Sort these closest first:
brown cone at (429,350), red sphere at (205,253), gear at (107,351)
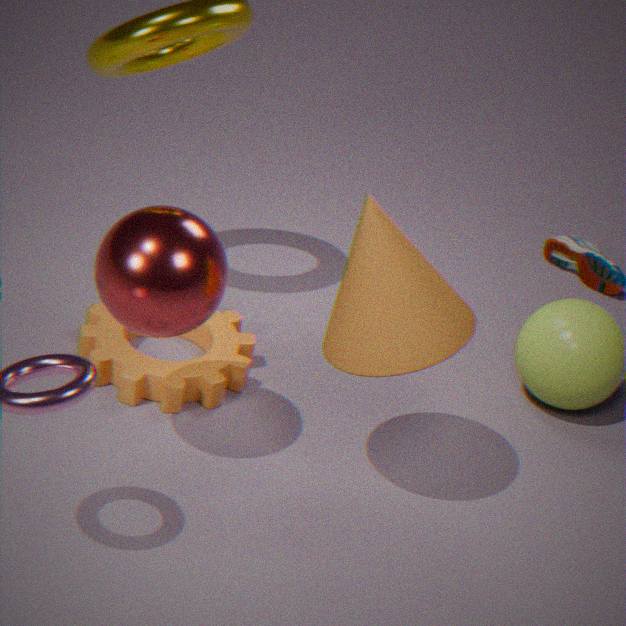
red sphere at (205,253), brown cone at (429,350), gear at (107,351)
